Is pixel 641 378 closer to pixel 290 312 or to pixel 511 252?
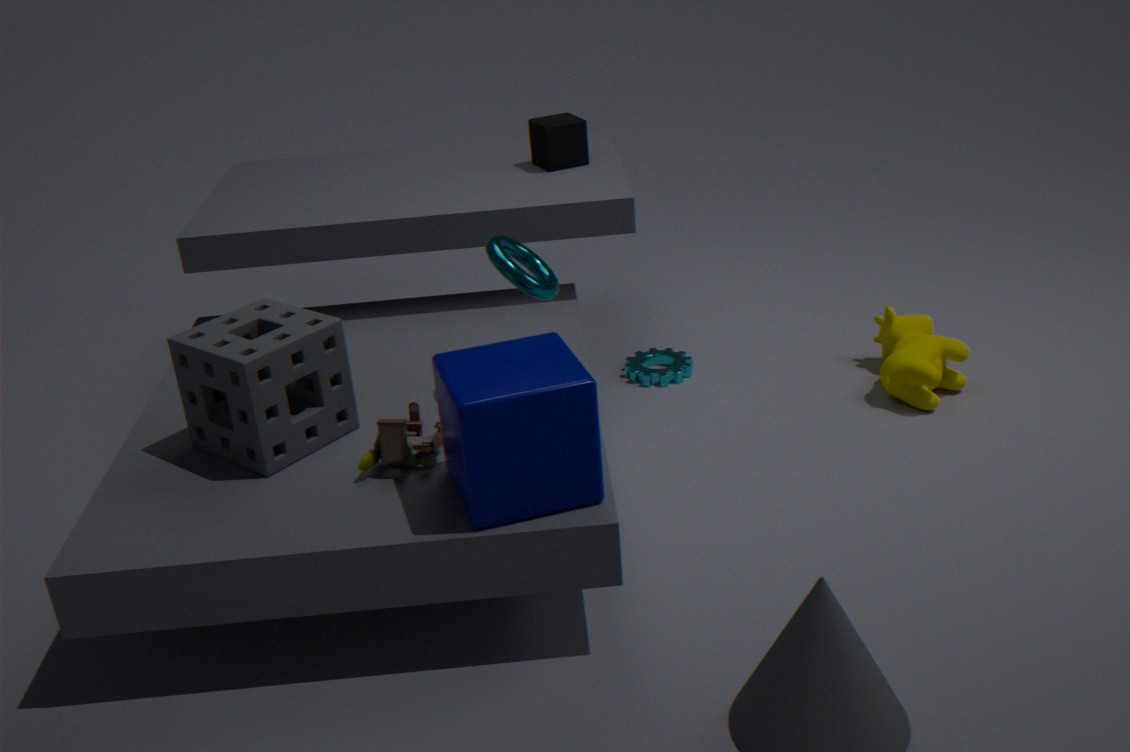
pixel 511 252
